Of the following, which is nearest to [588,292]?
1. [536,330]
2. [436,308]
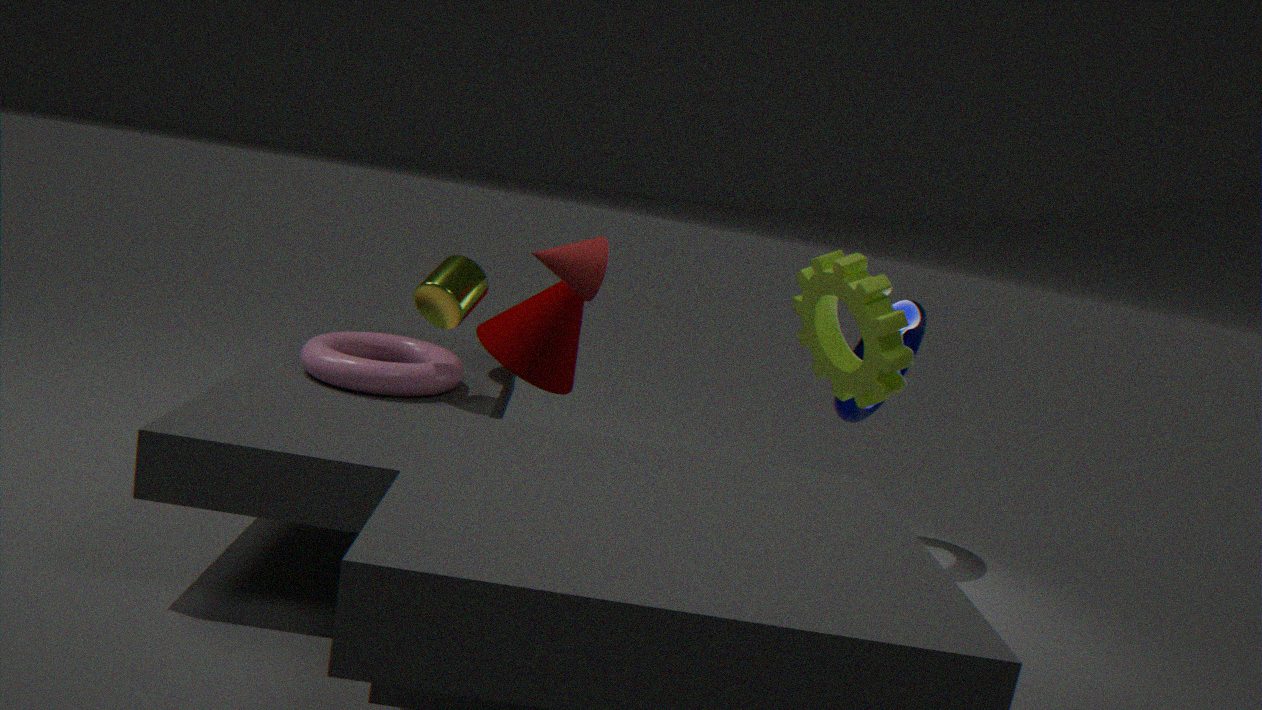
[436,308]
